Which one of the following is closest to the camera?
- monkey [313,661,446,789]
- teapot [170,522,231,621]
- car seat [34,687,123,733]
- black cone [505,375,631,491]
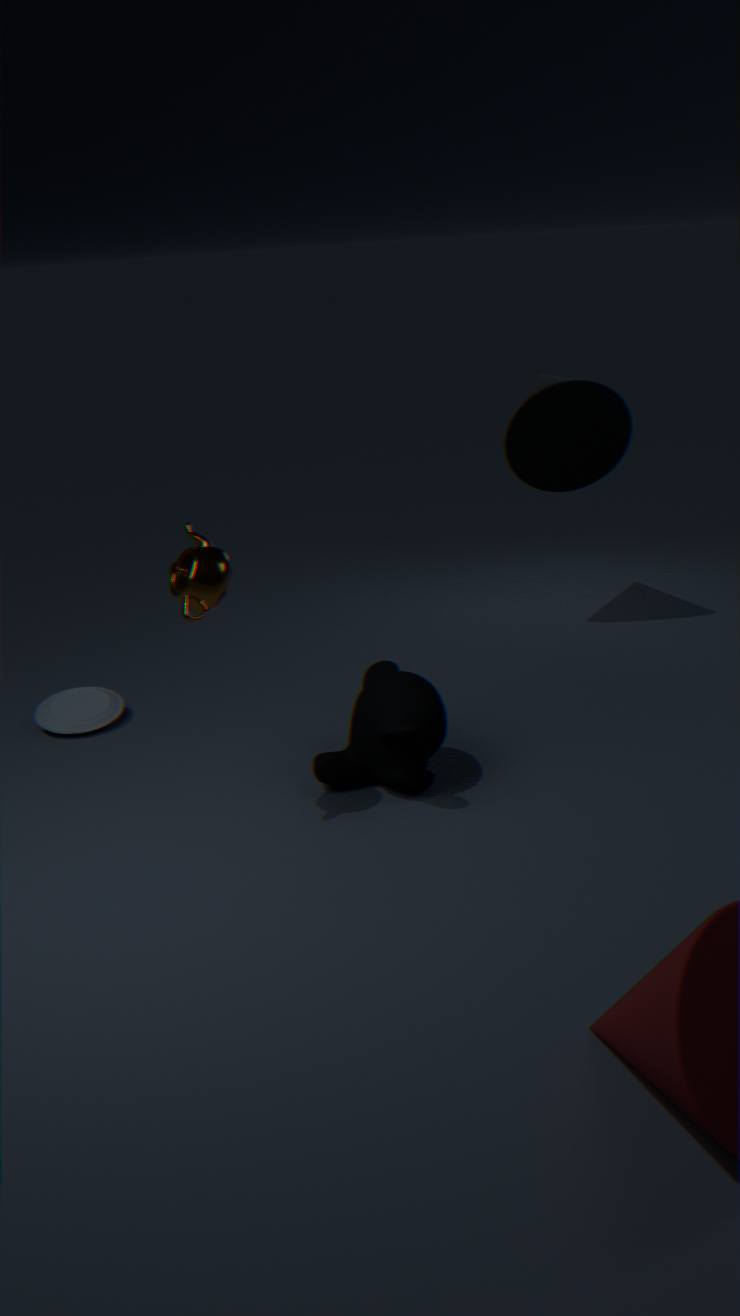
teapot [170,522,231,621]
